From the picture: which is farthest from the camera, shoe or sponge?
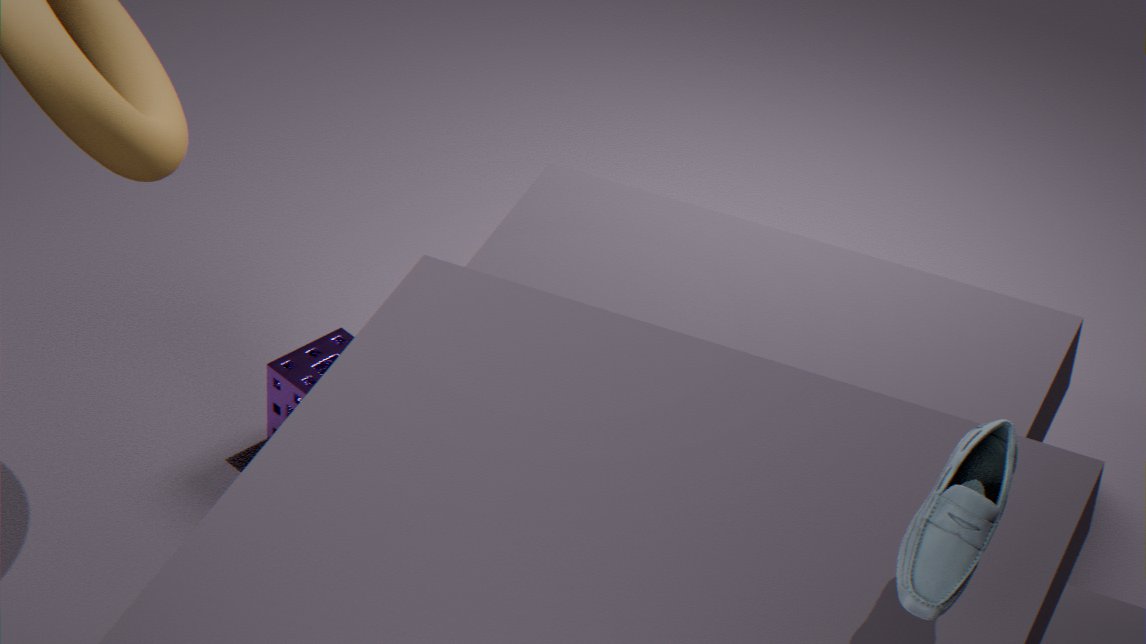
sponge
